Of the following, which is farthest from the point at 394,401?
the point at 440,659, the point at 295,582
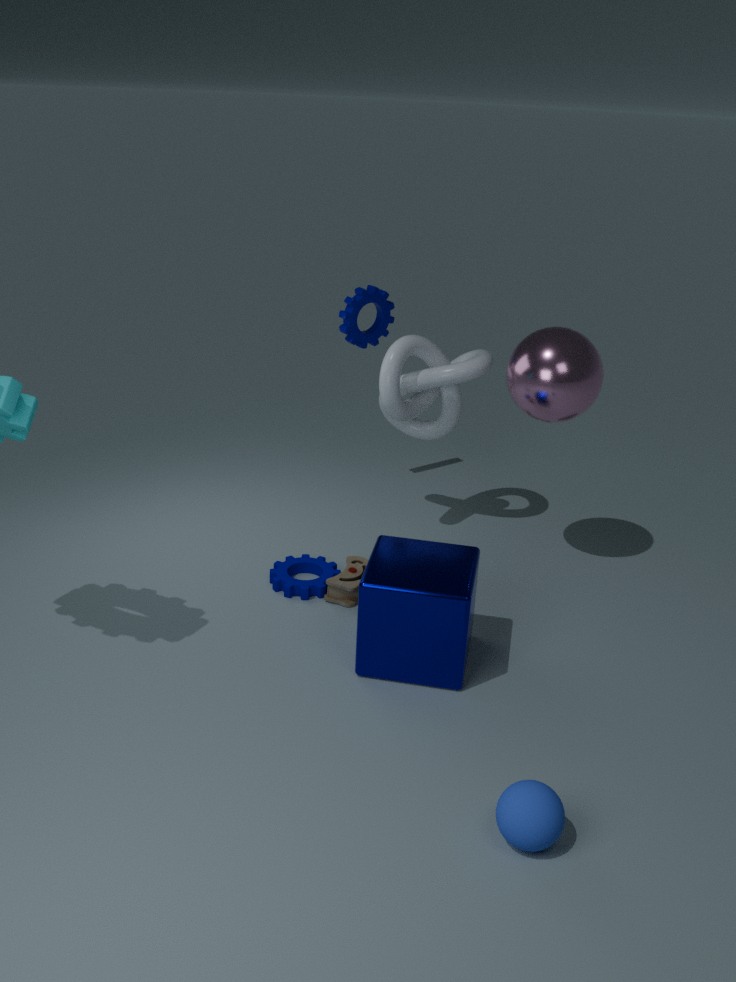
the point at 440,659
